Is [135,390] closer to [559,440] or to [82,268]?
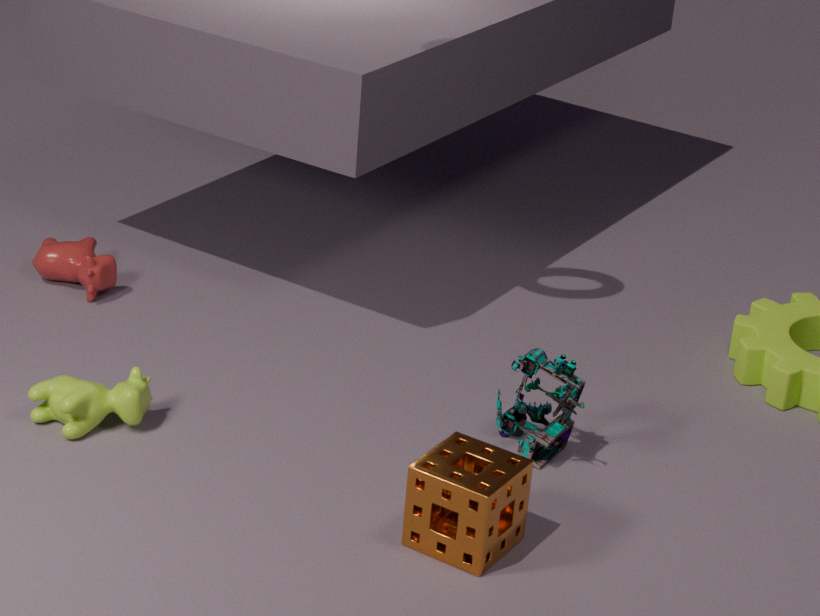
[82,268]
